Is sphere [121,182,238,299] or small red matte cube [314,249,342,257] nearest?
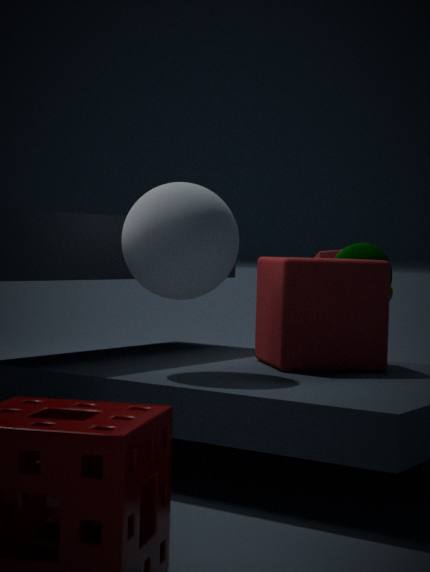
sphere [121,182,238,299]
